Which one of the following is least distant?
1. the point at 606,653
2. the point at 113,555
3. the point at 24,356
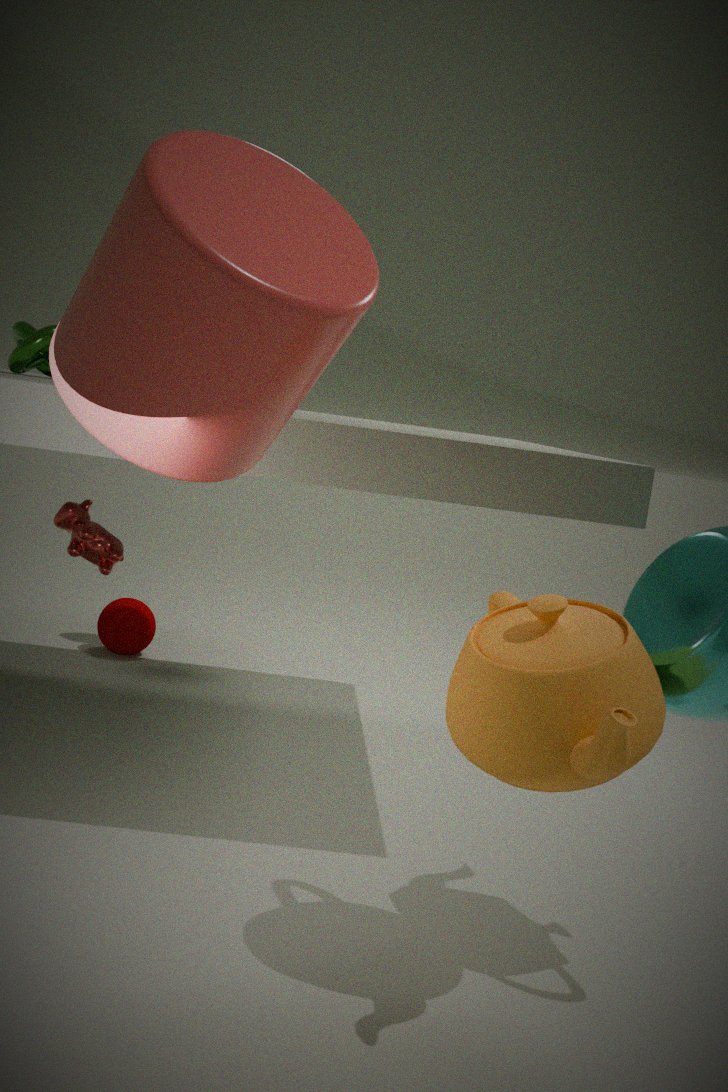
the point at 606,653
